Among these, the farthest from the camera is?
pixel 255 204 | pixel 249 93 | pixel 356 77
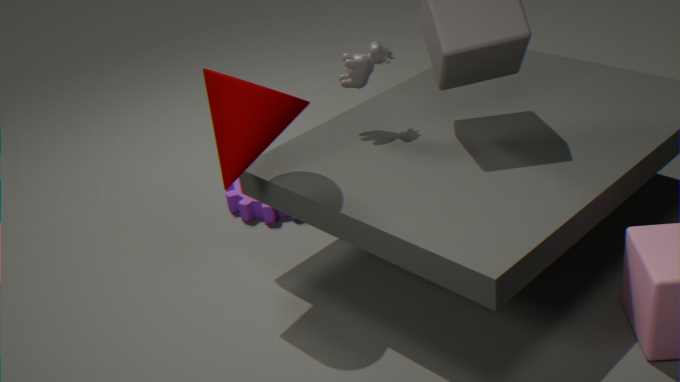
pixel 255 204
